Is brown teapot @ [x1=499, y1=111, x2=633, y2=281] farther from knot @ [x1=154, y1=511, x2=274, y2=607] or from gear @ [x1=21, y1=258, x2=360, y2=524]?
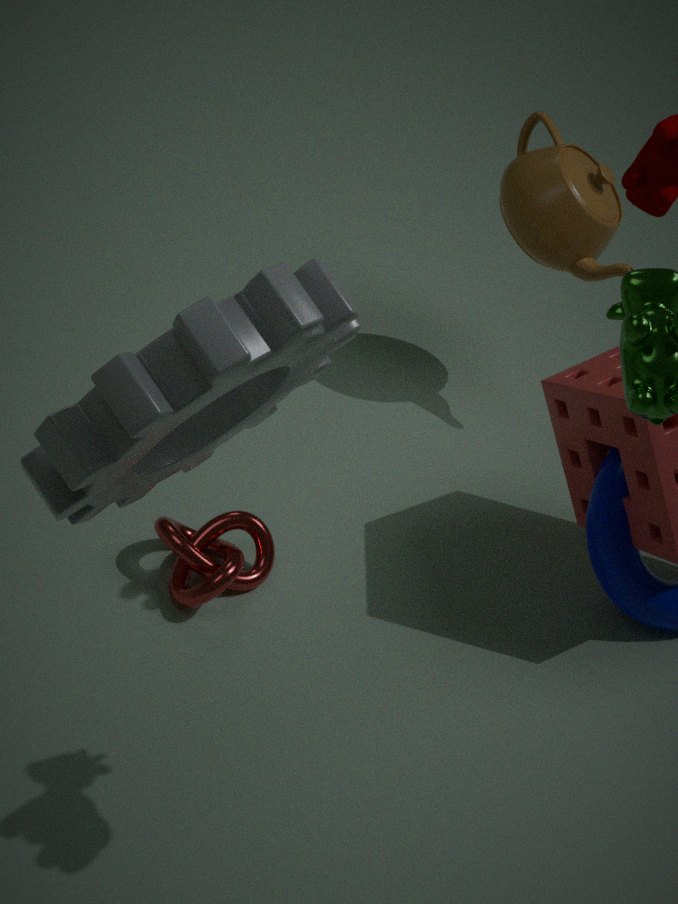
gear @ [x1=21, y1=258, x2=360, y2=524]
